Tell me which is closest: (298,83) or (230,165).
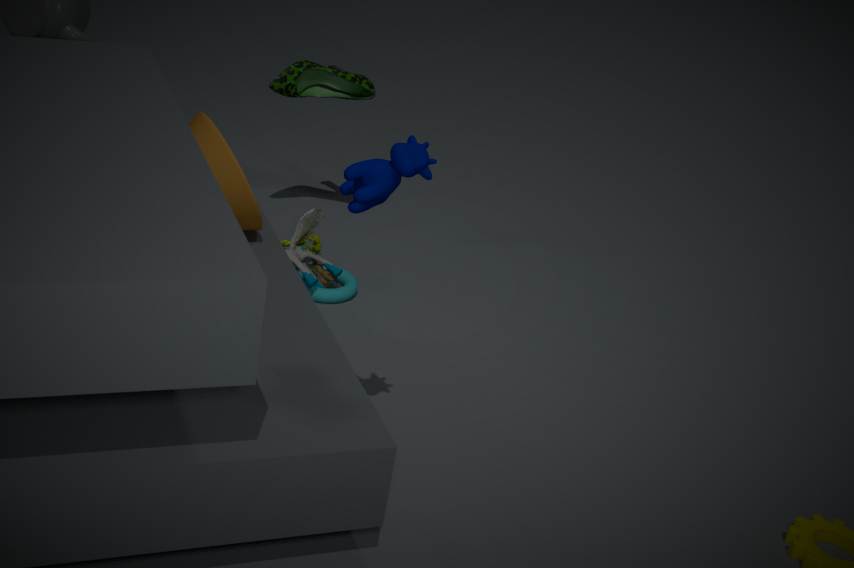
(230,165)
